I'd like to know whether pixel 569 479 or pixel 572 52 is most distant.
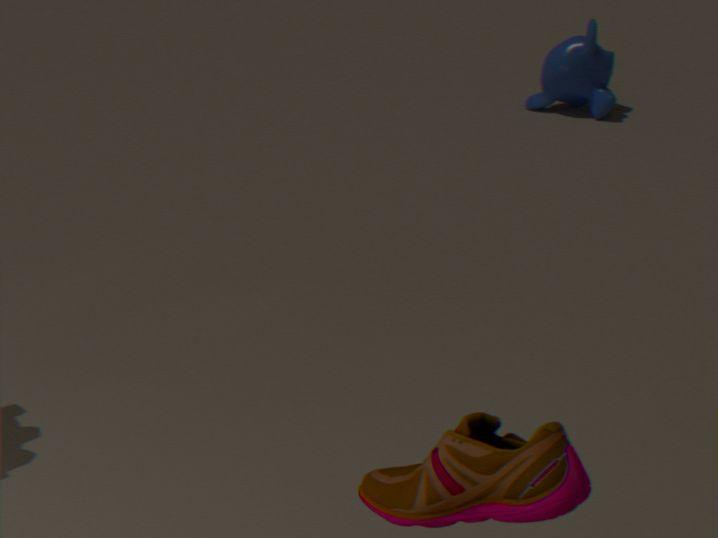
pixel 572 52
